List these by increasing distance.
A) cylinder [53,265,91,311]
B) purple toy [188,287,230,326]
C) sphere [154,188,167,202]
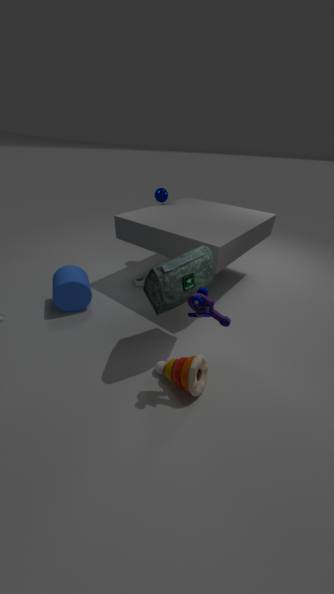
1. purple toy [188,287,230,326]
2. cylinder [53,265,91,311]
3. sphere [154,188,167,202]
